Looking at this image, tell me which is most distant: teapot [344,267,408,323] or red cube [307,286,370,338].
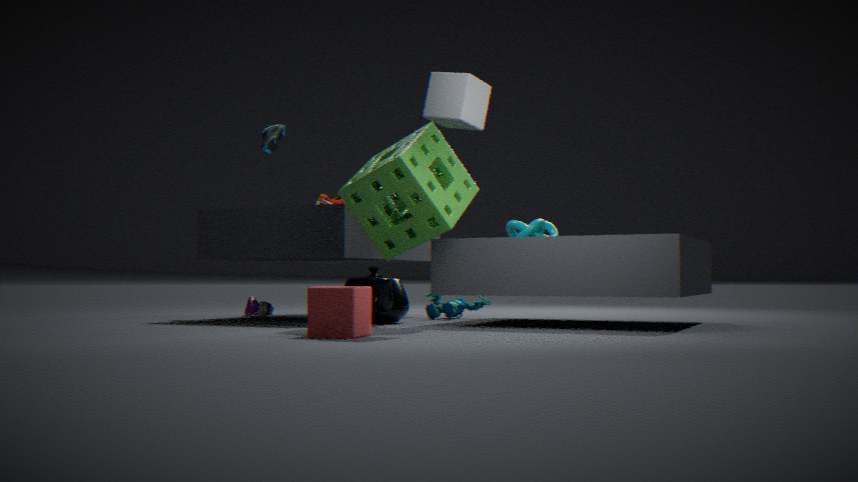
teapot [344,267,408,323]
